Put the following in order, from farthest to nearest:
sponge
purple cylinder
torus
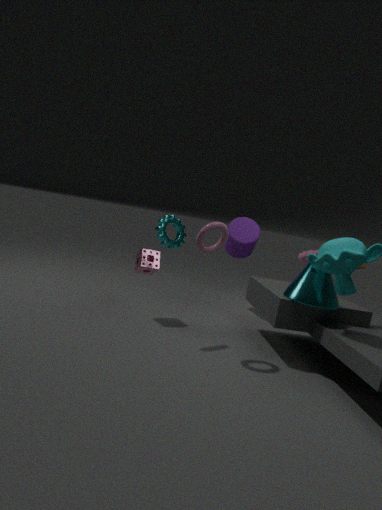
purple cylinder < sponge < torus
